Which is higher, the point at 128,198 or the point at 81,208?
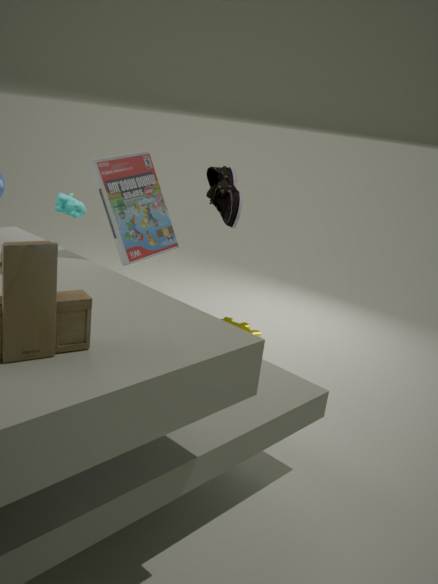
the point at 128,198
